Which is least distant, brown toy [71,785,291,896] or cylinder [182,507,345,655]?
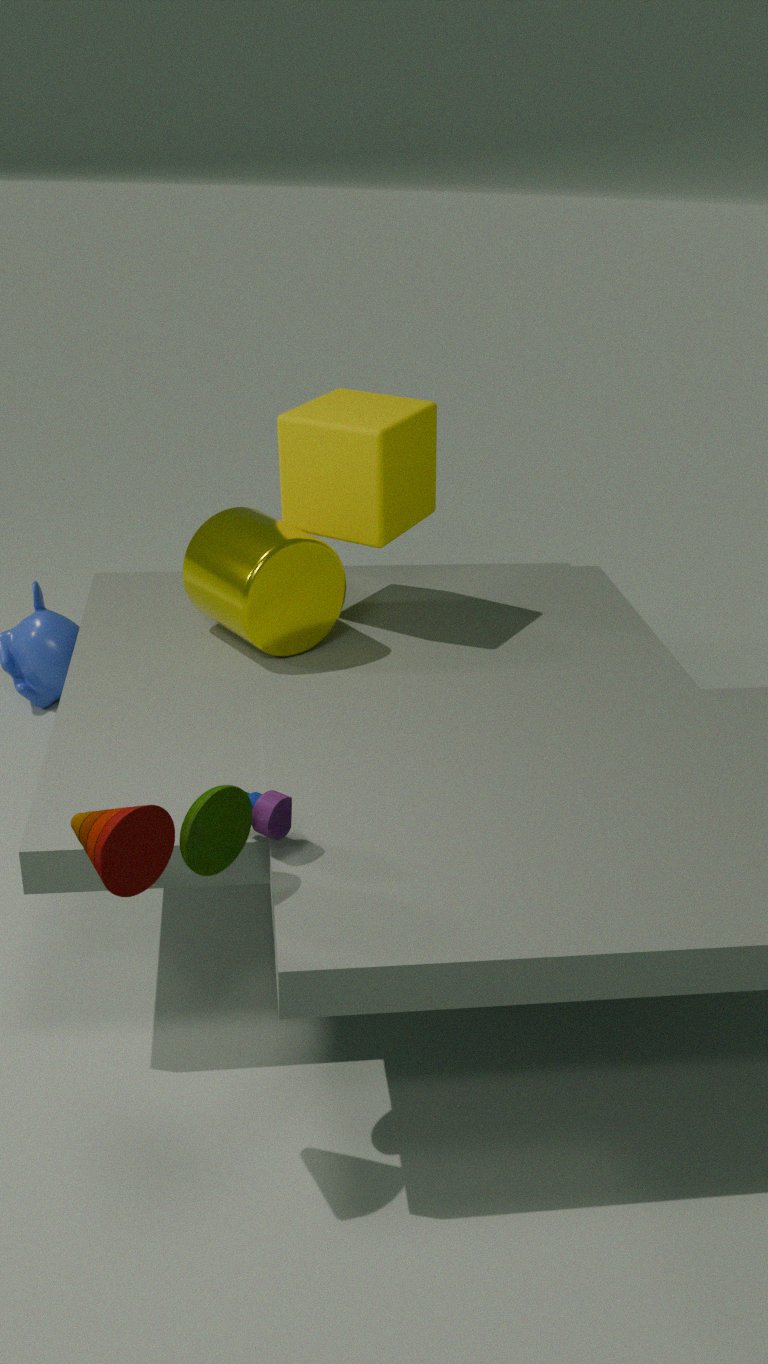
brown toy [71,785,291,896]
